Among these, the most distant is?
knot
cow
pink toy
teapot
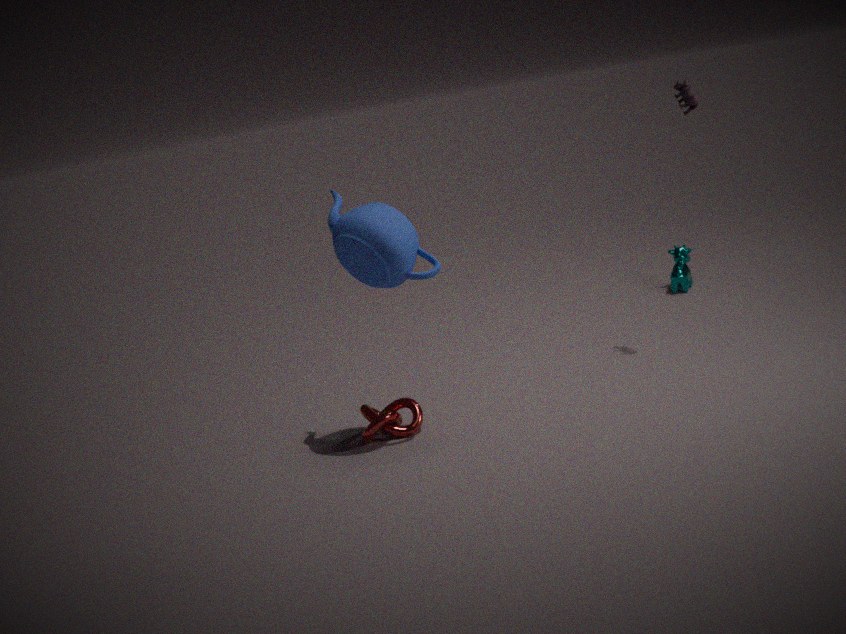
cow
